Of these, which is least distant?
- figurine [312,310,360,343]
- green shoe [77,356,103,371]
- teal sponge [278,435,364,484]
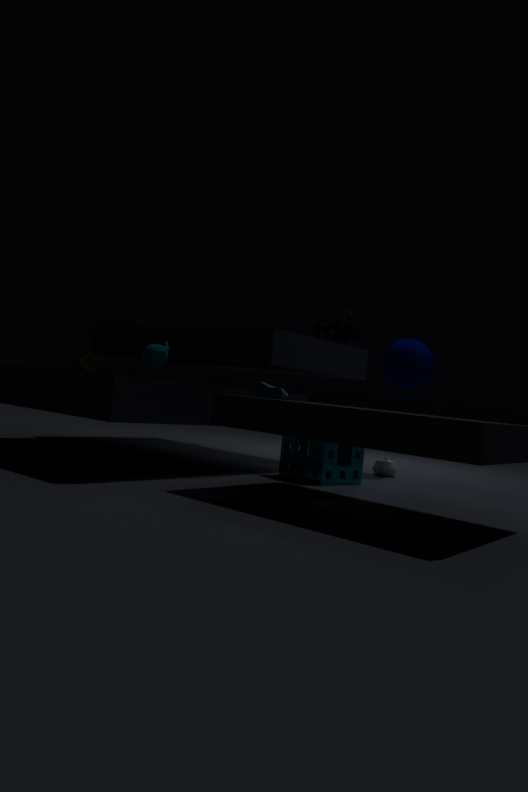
figurine [312,310,360,343]
